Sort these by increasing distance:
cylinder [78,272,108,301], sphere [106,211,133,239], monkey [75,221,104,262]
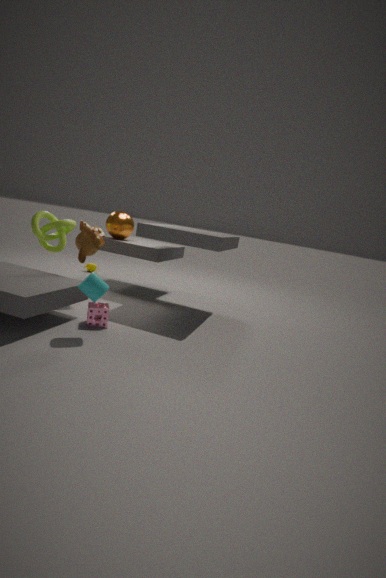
1. cylinder [78,272,108,301]
2. monkey [75,221,104,262]
3. sphere [106,211,133,239]
